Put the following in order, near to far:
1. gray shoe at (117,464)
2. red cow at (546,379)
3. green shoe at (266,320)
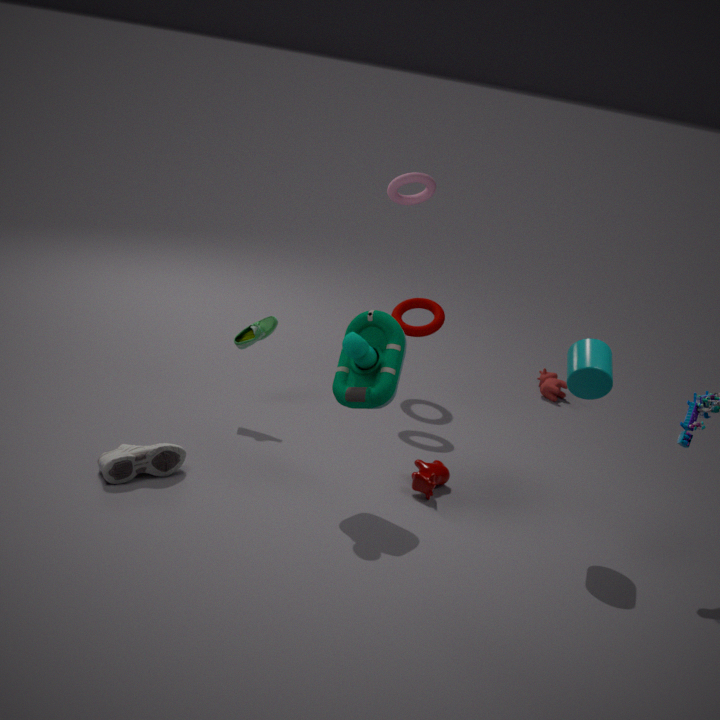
1. gray shoe at (117,464)
2. green shoe at (266,320)
3. red cow at (546,379)
